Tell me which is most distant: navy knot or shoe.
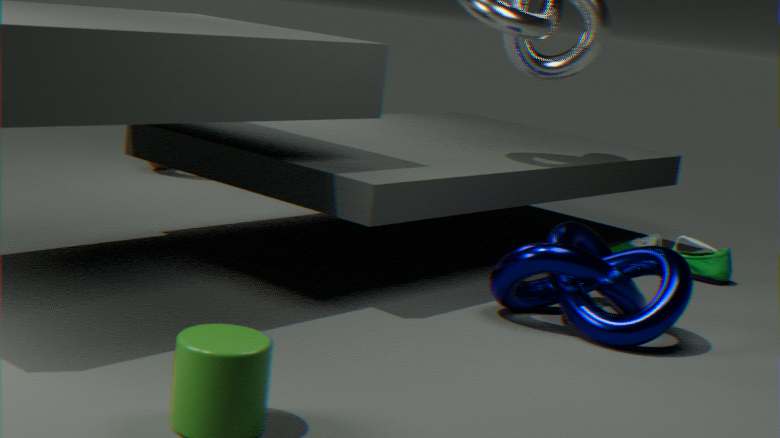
shoe
